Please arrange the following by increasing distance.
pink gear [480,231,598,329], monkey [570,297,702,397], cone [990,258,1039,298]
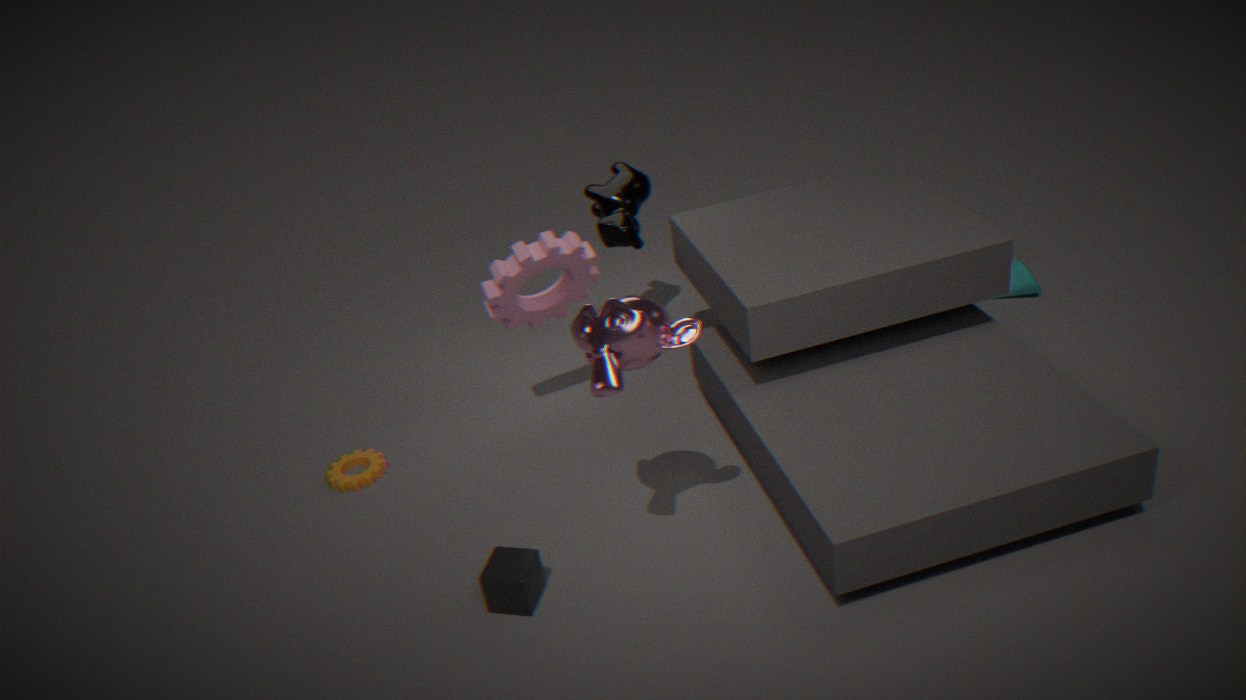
monkey [570,297,702,397] → pink gear [480,231,598,329] → cone [990,258,1039,298]
